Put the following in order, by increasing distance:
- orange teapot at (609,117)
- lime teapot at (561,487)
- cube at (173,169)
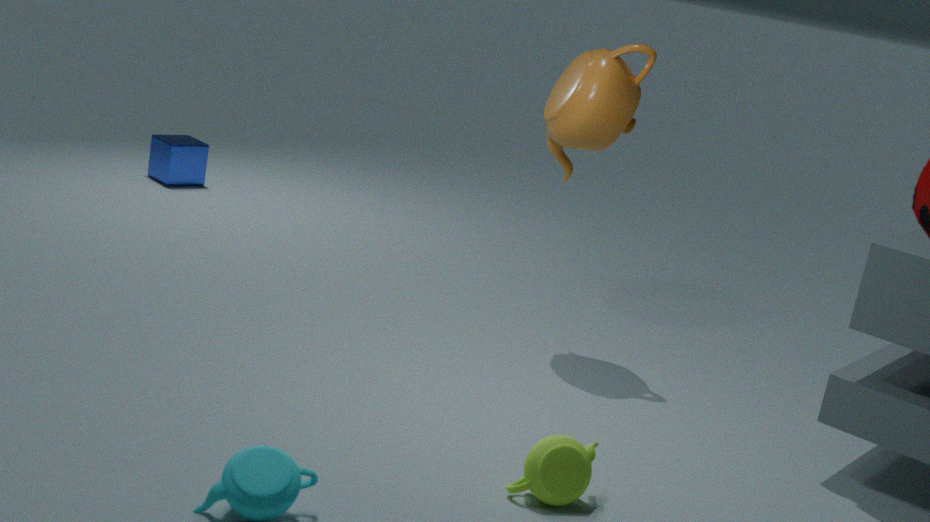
lime teapot at (561,487) < orange teapot at (609,117) < cube at (173,169)
